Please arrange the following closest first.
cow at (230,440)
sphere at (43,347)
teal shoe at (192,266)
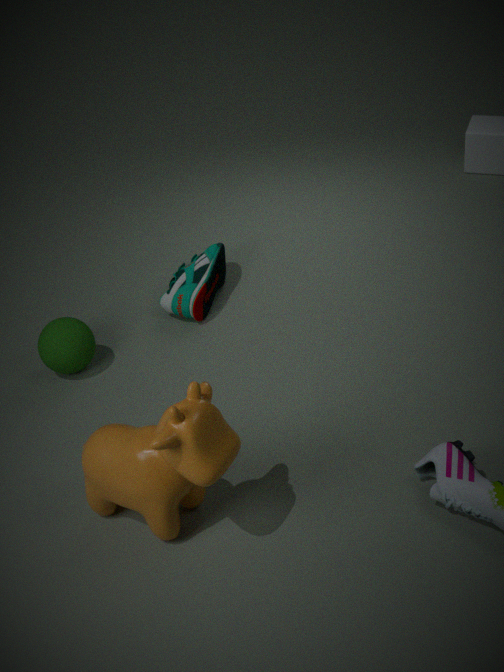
1. cow at (230,440)
2. sphere at (43,347)
3. teal shoe at (192,266)
